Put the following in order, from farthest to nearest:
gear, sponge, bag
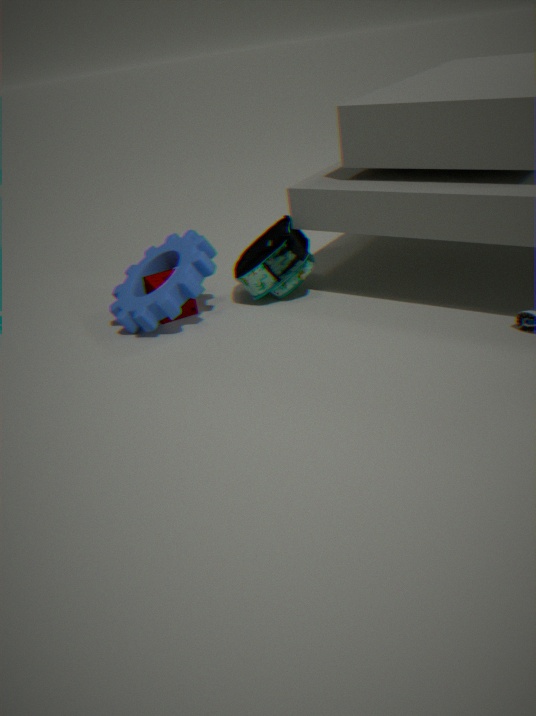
sponge < bag < gear
